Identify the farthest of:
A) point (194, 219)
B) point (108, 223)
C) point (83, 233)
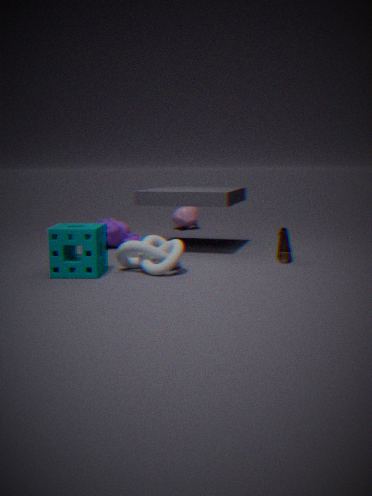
point (194, 219)
